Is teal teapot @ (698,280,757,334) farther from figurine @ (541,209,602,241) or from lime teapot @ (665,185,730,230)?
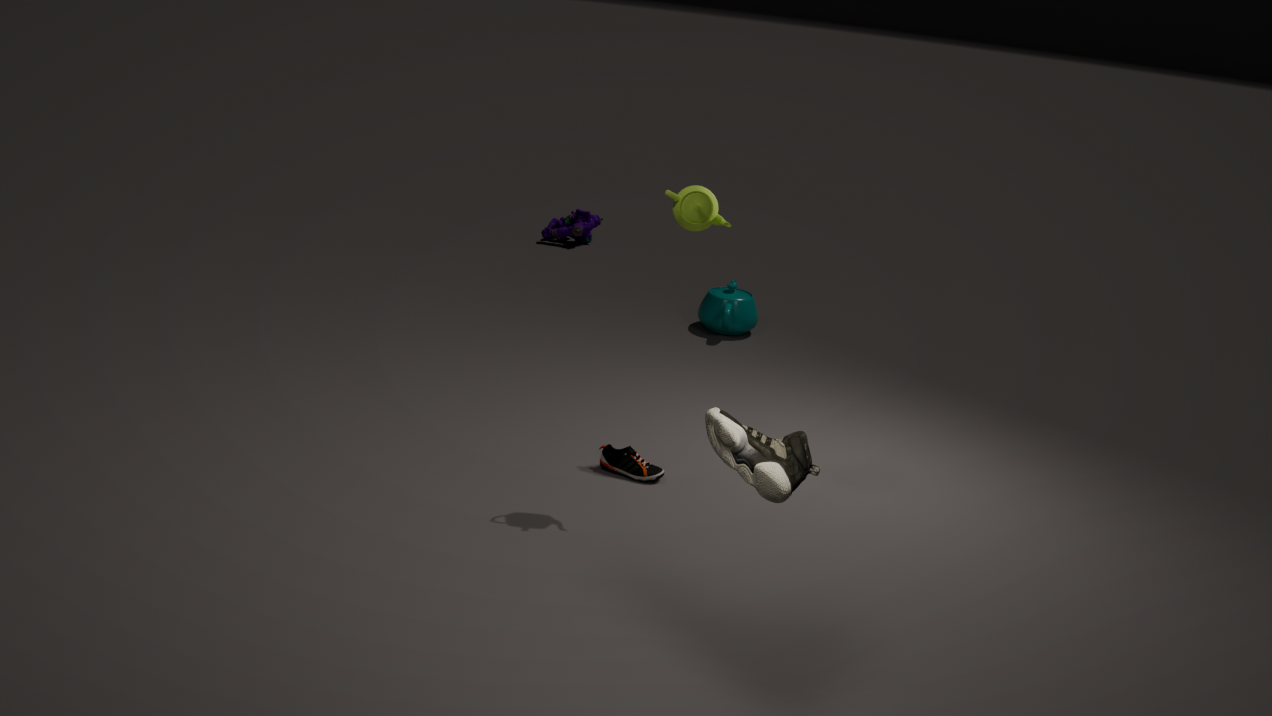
lime teapot @ (665,185,730,230)
